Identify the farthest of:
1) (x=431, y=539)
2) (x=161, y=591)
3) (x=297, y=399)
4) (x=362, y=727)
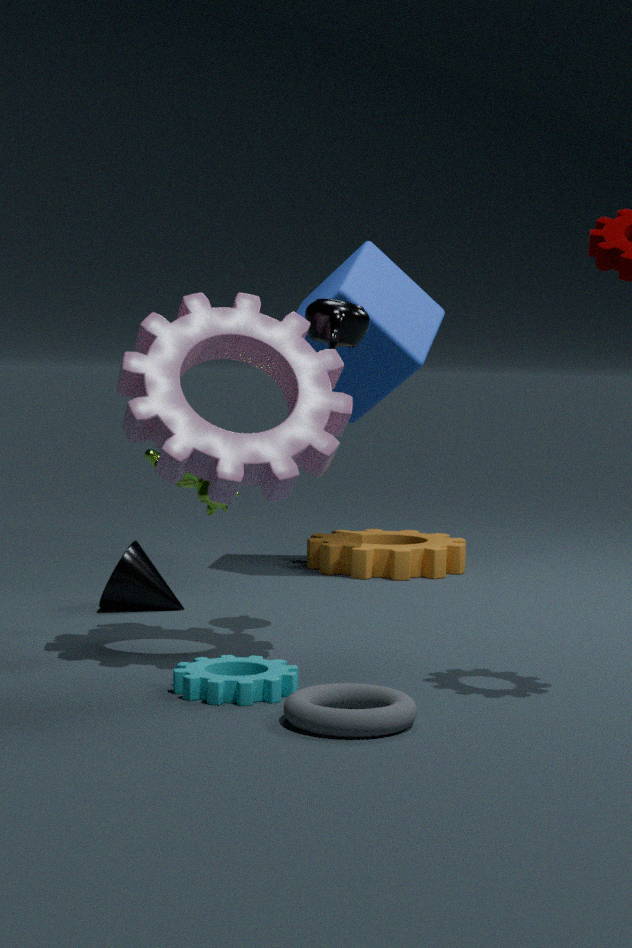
1. (x=431, y=539)
